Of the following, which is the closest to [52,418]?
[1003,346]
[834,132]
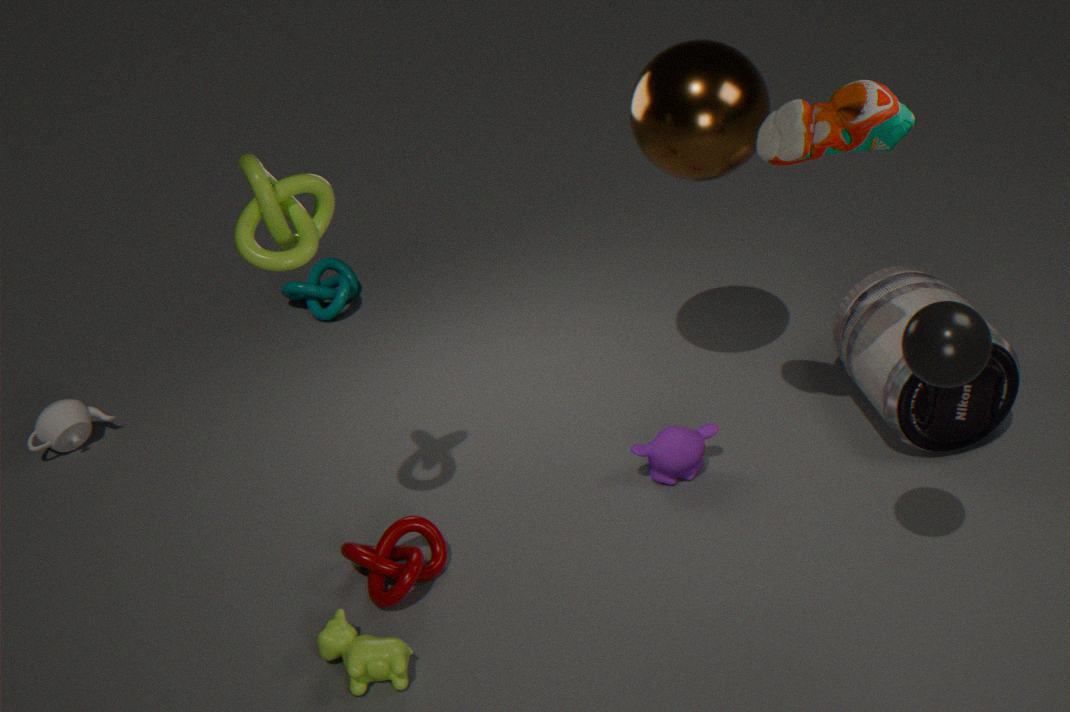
[834,132]
